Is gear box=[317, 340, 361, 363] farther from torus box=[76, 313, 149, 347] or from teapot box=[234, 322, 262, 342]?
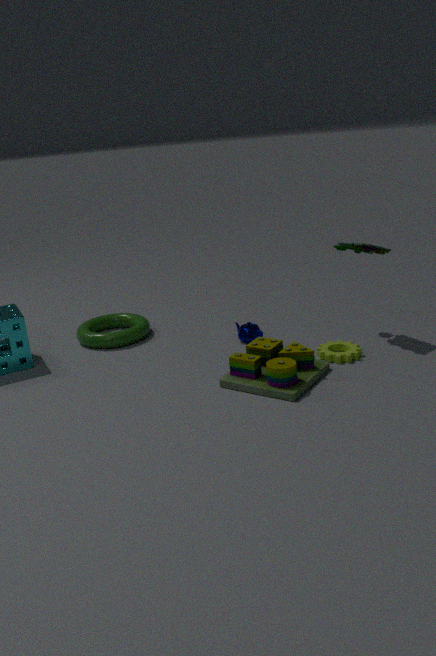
torus box=[76, 313, 149, 347]
